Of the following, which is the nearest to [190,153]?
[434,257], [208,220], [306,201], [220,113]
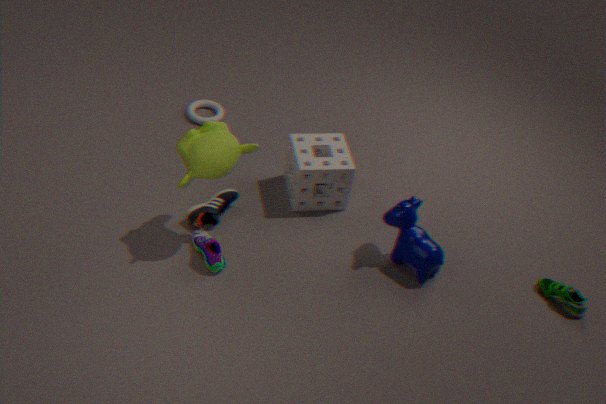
[208,220]
